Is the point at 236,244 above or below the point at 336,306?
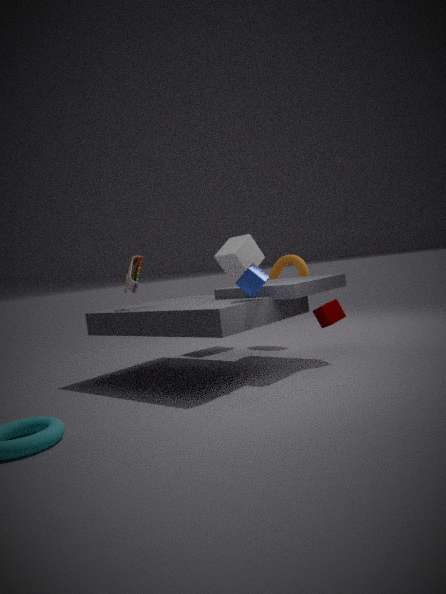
above
